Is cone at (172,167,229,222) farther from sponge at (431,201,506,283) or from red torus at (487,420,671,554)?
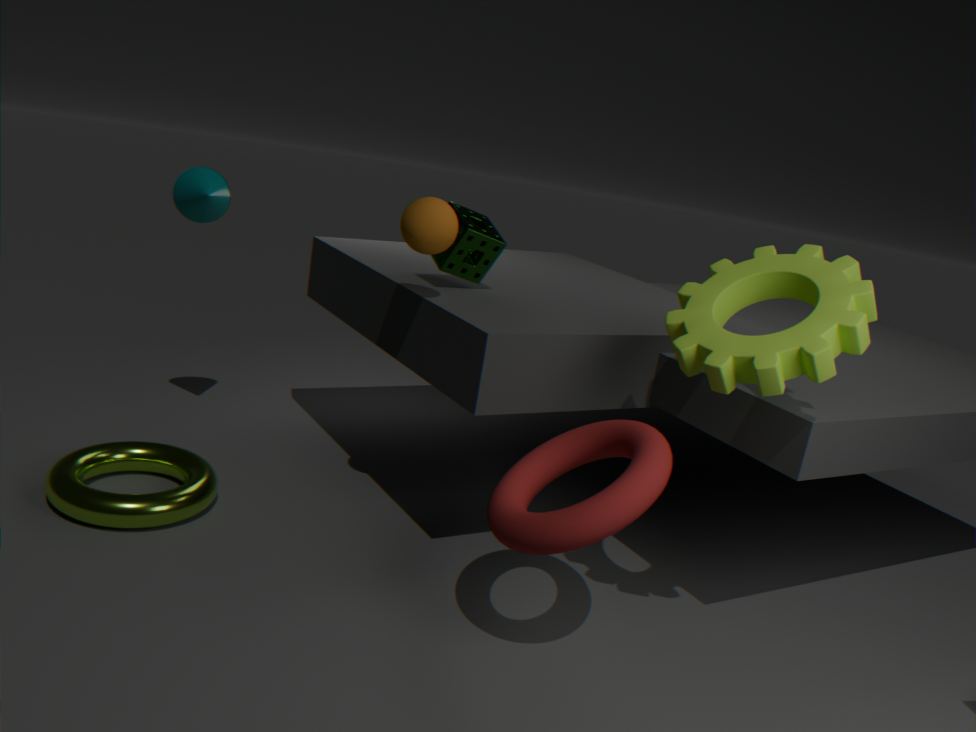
red torus at (487,420,671,554)
